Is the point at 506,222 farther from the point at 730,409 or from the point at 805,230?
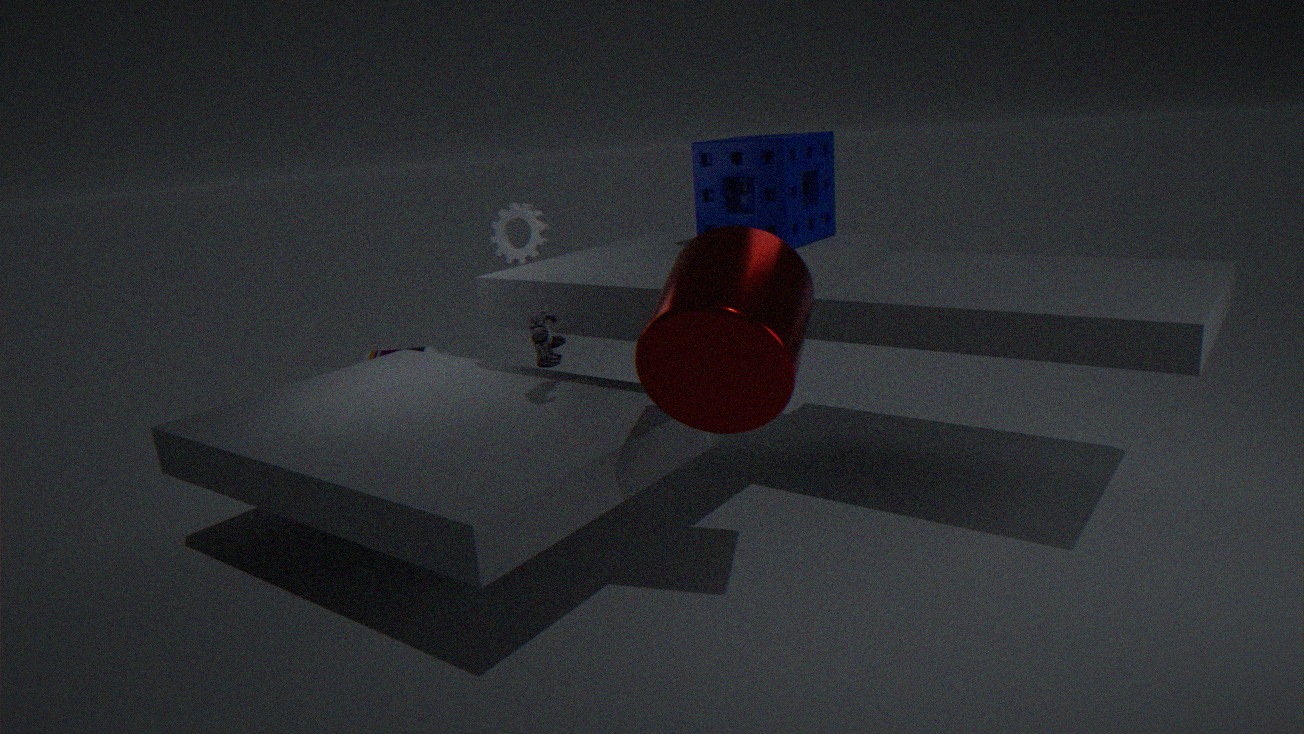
the point at 730,409
